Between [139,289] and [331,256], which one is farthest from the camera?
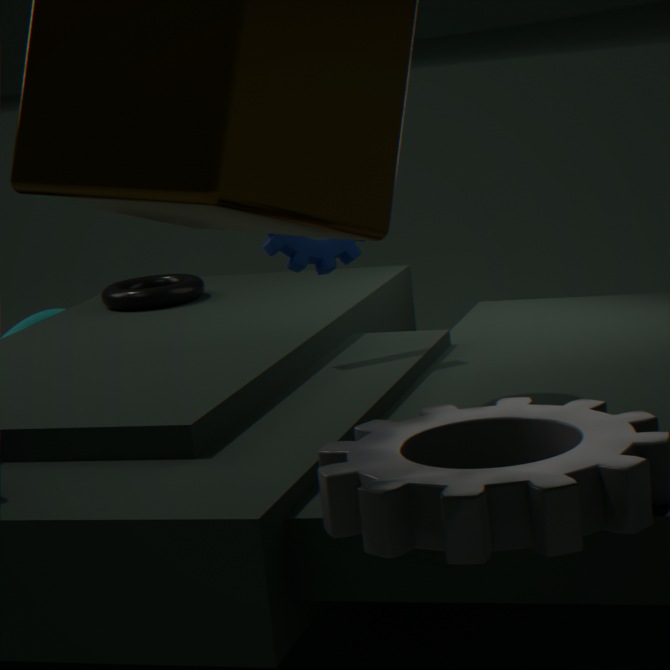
[139,289]
